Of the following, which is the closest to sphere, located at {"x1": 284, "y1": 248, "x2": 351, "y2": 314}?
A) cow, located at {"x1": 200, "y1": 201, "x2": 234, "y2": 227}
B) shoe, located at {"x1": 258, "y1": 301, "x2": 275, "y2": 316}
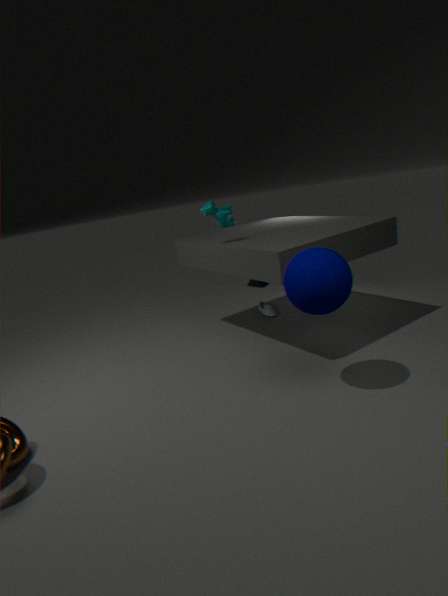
cow, located at {"x1": 200, "y1": 201, "x2": 234, "y2": 227}
